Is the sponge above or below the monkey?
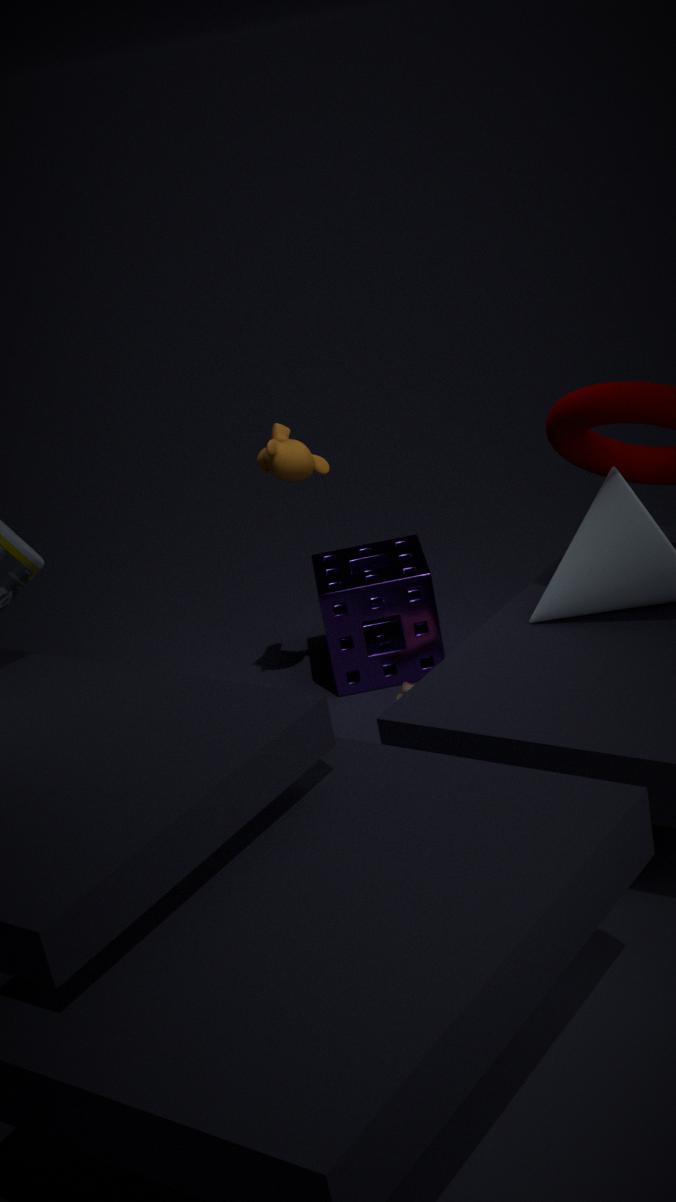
below
